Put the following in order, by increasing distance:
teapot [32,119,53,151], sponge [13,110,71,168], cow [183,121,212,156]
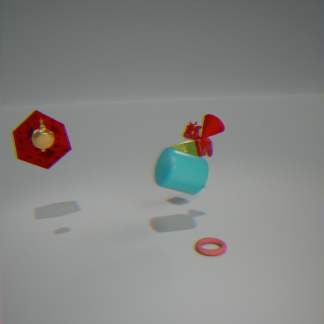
teapot [32,119,53,151], sponge [13,110,71,168], cow [183,121,212,156]
